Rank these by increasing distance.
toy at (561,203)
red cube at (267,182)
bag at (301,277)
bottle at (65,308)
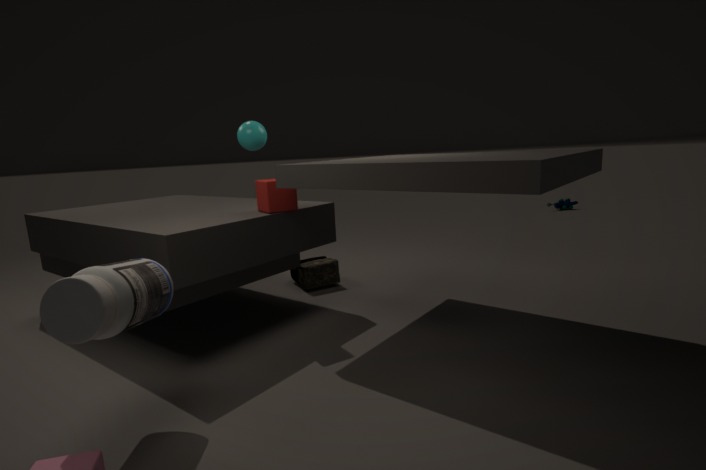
bottle at (65,308) → red cube at (267,182) → bag at (301,277) → toy at (561,203)
